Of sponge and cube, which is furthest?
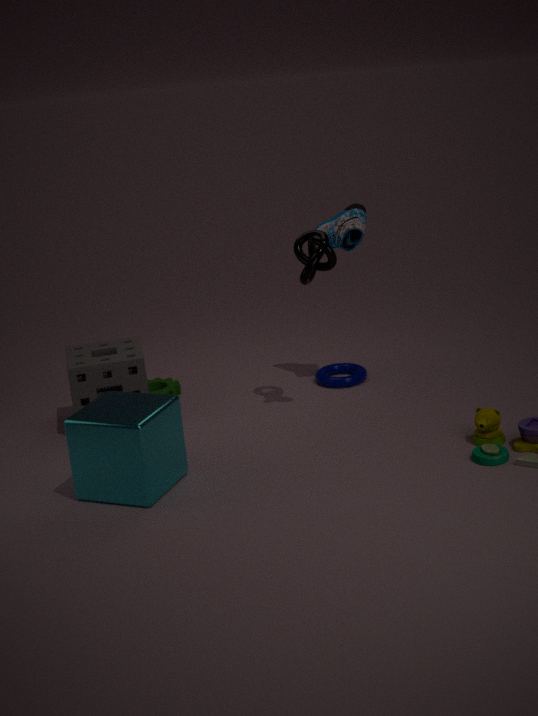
sponge
